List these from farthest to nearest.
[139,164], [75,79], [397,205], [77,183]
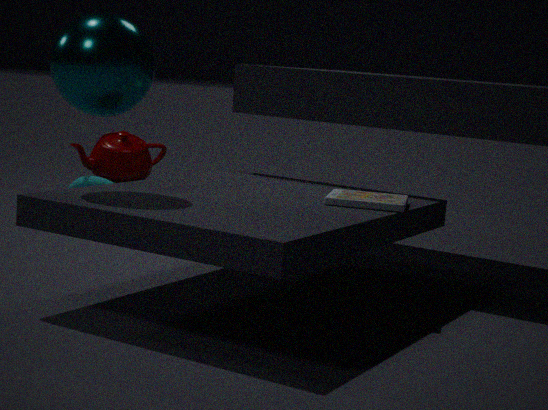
[139,164], [77,183], [397,205], [75,79]
